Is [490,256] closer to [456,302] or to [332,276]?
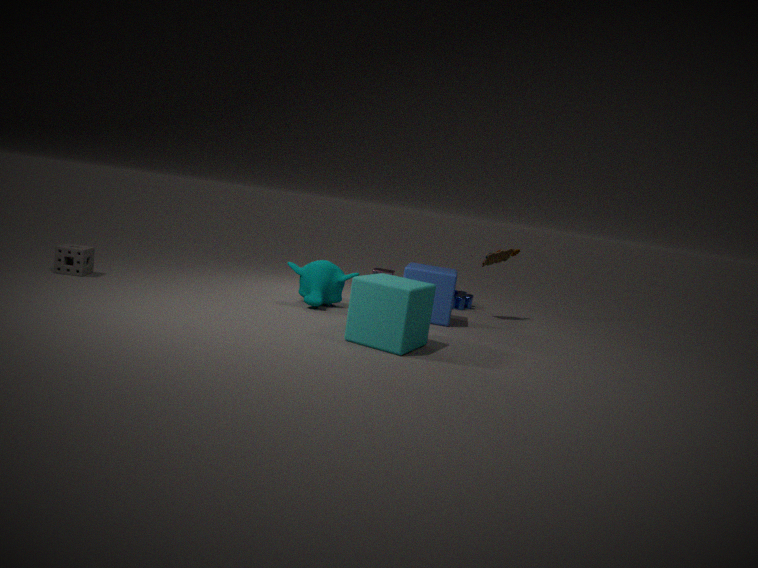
[456,302]
